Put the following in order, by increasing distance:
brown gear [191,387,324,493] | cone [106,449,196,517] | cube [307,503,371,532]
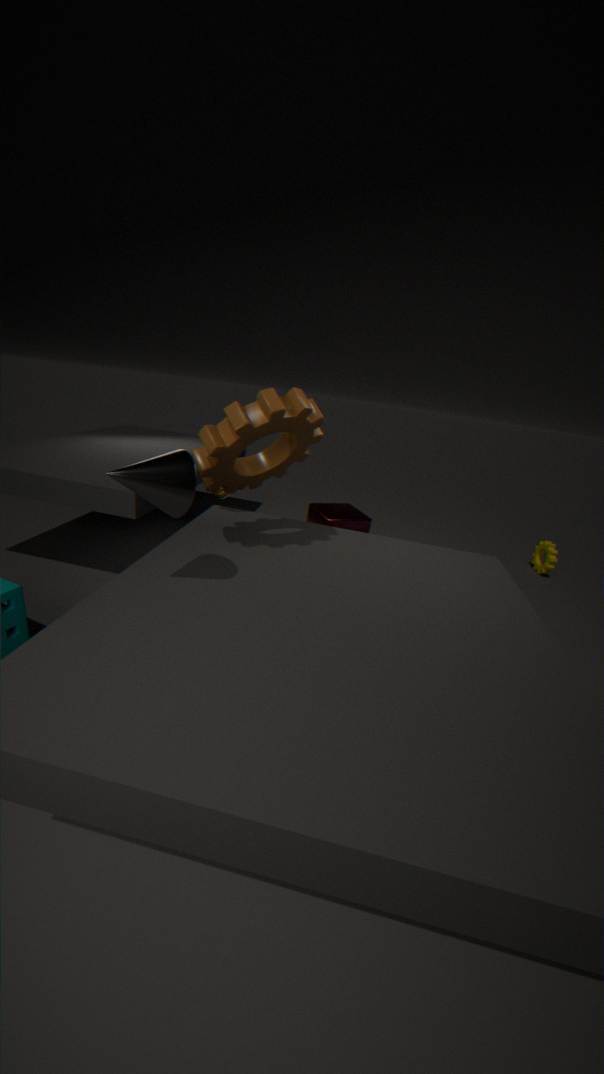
cone [106,449,196,517]
brown gear [191,387,324,493]
cube [307,503,371,532]
